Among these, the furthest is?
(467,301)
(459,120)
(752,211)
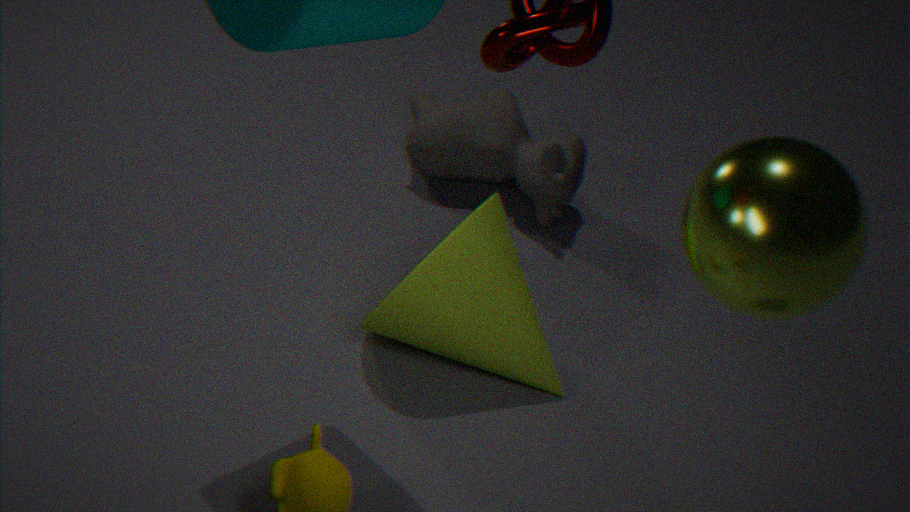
(459,120)
